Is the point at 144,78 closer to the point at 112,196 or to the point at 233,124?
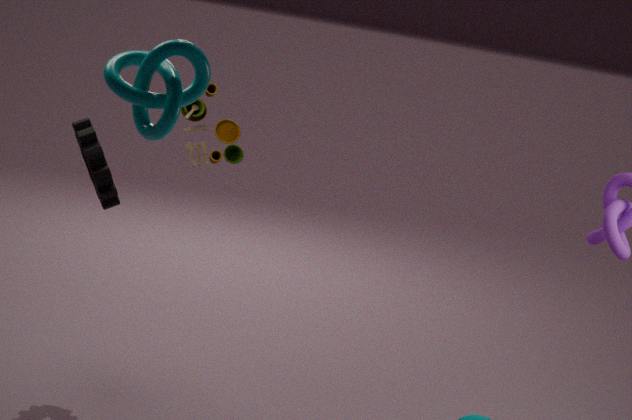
the point at 112,196
